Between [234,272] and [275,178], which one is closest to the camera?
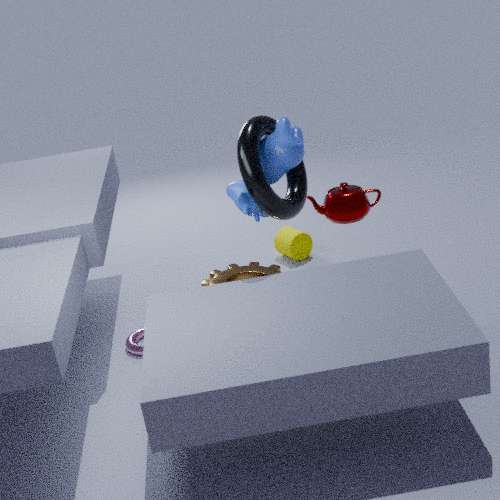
[275,178]
